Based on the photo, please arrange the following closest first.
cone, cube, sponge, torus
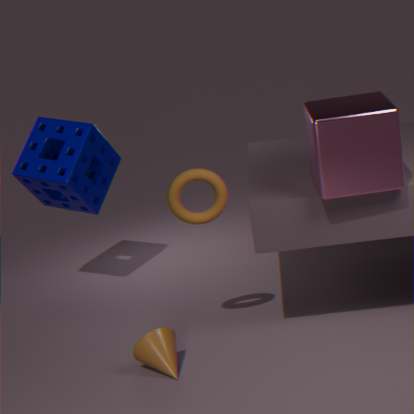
cube
cone
torus
sponge
